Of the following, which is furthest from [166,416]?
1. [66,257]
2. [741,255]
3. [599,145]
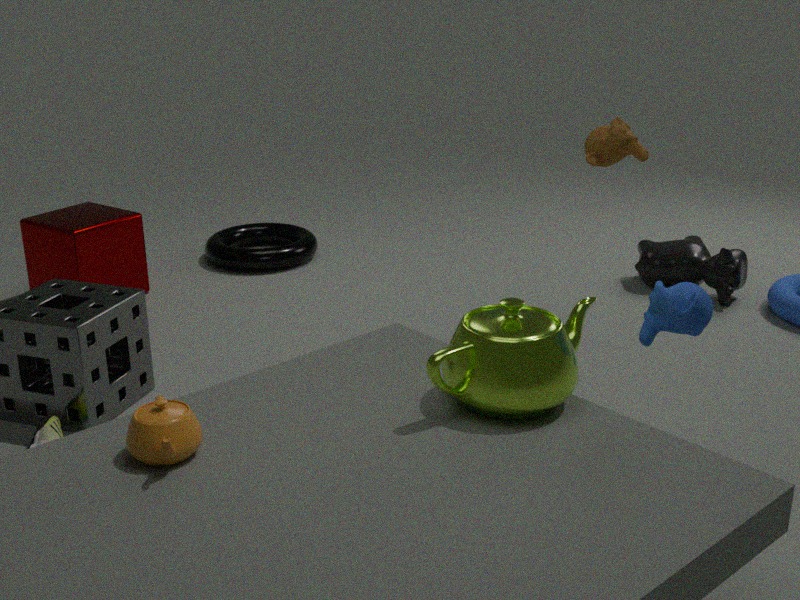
[741,255]
